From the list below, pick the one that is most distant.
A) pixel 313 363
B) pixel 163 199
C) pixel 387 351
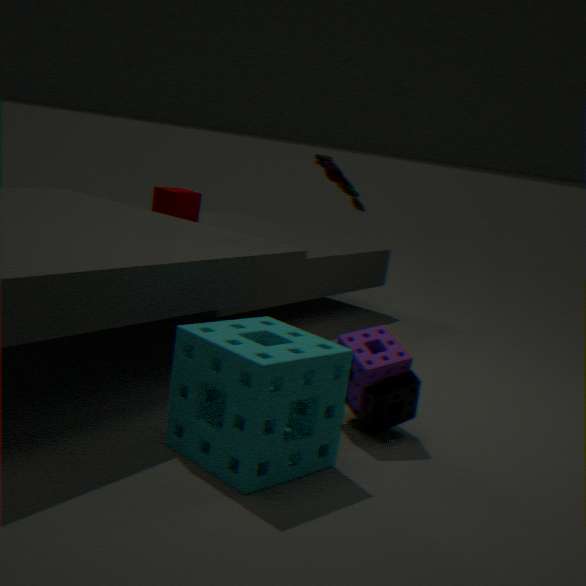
pixel 163 199
